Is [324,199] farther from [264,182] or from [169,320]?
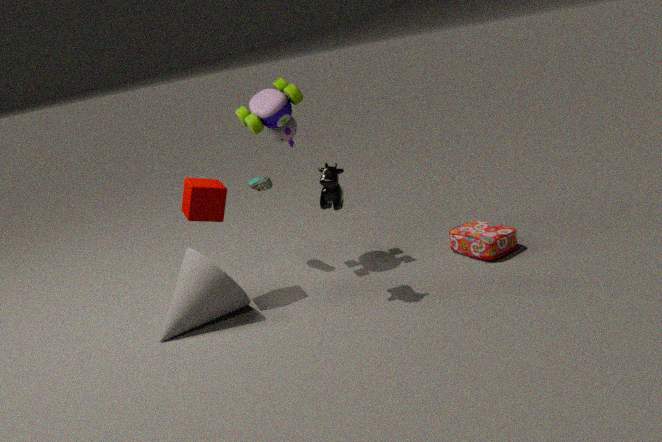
[169,320]
